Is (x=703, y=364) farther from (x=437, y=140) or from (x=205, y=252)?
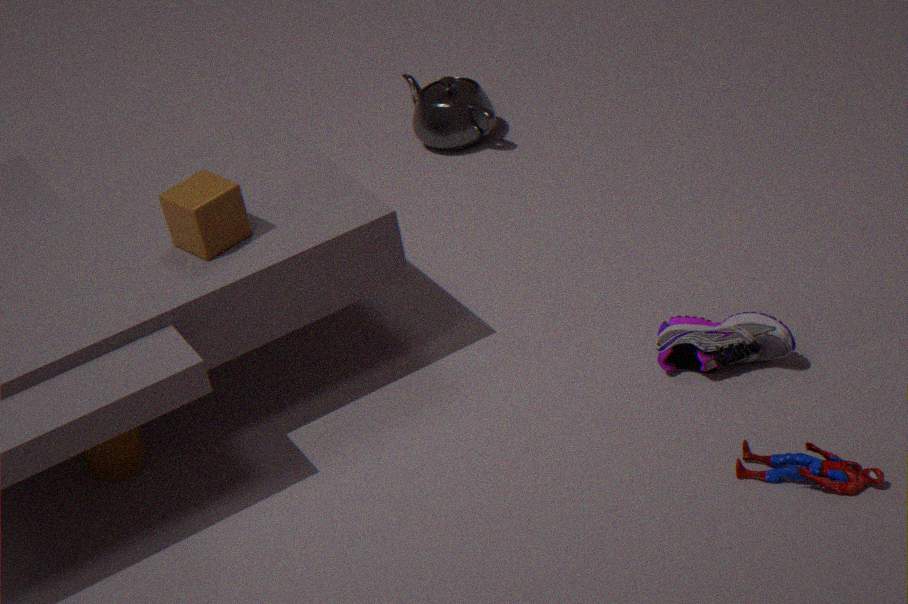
(x=437, y=140)
